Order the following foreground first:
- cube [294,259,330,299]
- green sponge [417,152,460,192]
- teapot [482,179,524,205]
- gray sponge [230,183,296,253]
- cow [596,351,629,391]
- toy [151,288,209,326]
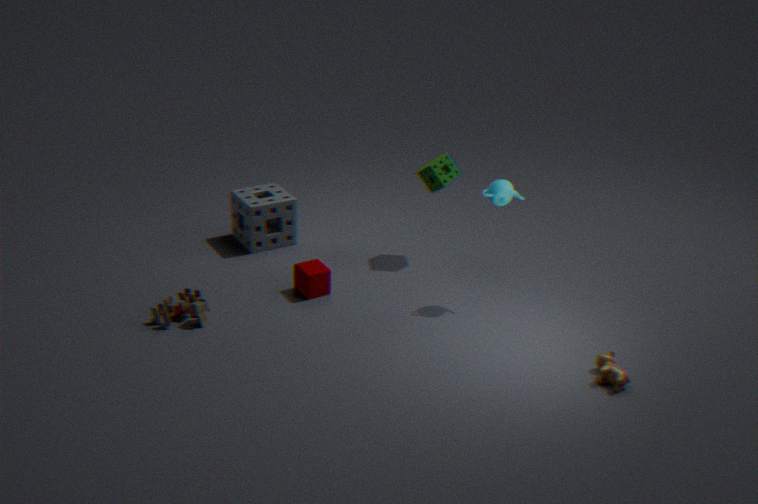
cow [596,351,629,391], toy [151,288,209,326], teapot [482,179,524,205], cube [294,259,330,299], green sponge [417,152,460,192], gray sponge [230,183,296,253]
